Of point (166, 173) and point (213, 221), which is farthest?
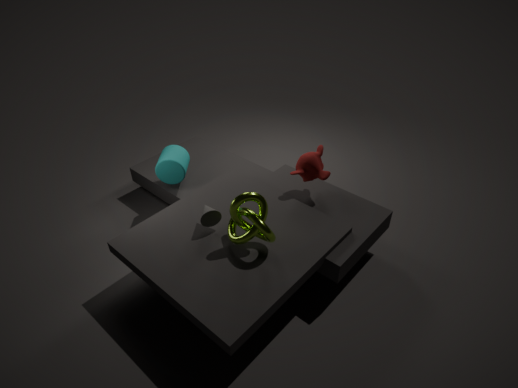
point (166, 173)
